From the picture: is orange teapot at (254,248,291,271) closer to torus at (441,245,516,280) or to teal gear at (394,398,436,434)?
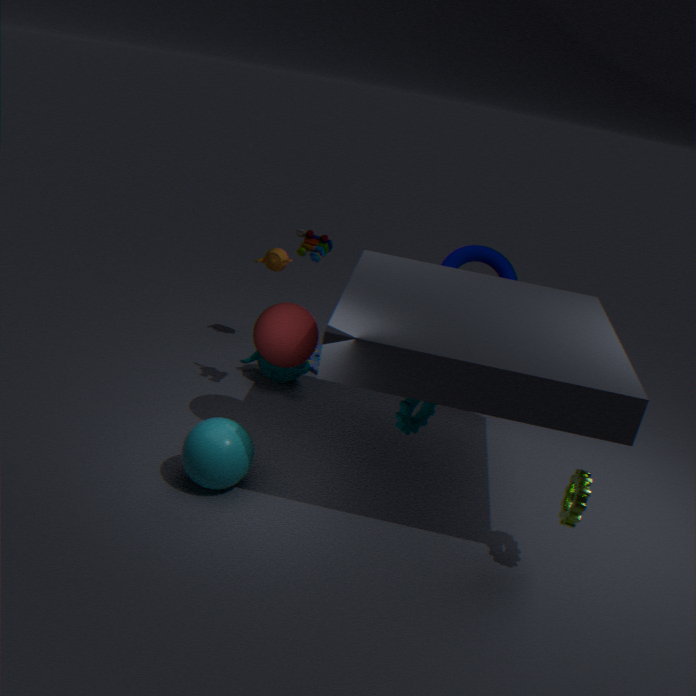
torus at (441,245,516,280)
